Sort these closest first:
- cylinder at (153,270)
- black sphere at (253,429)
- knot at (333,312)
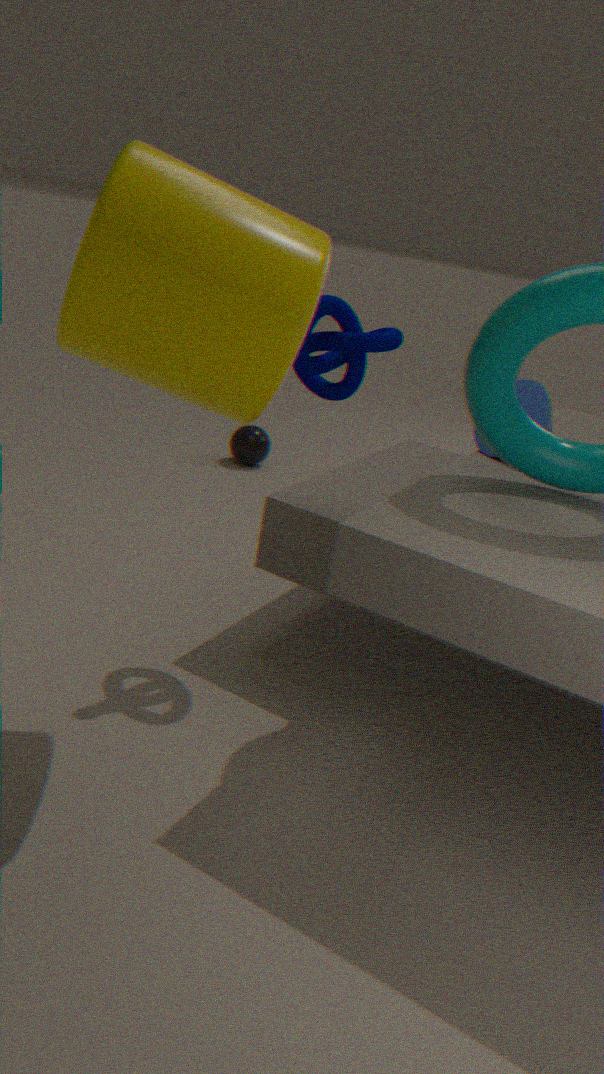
cylinder at (153,270) < knot at (333,312) < black sphere at (253,429)
